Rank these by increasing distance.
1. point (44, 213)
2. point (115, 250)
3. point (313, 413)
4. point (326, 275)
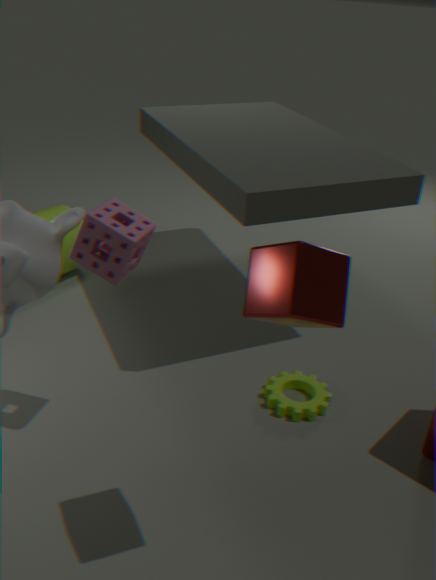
point (326, 275) < point (115, 250) < point (313, 413) < point (44, 213)
